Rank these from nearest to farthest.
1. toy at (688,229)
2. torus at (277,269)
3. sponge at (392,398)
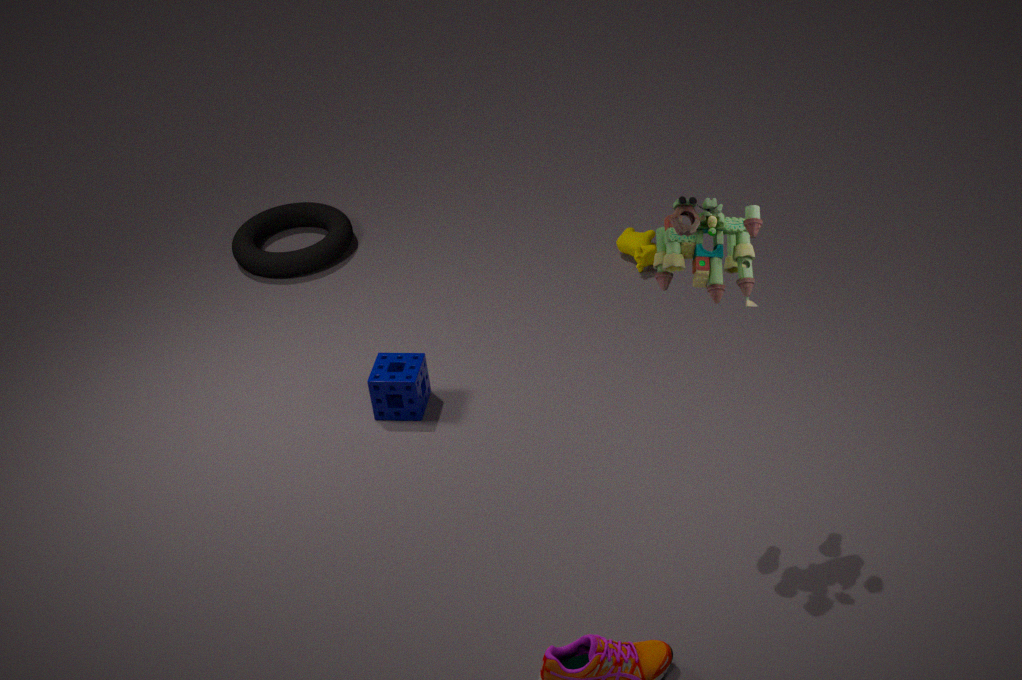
1. toy at (688,229)
2. sponge at (392,398)
3. torus at (277,269)
